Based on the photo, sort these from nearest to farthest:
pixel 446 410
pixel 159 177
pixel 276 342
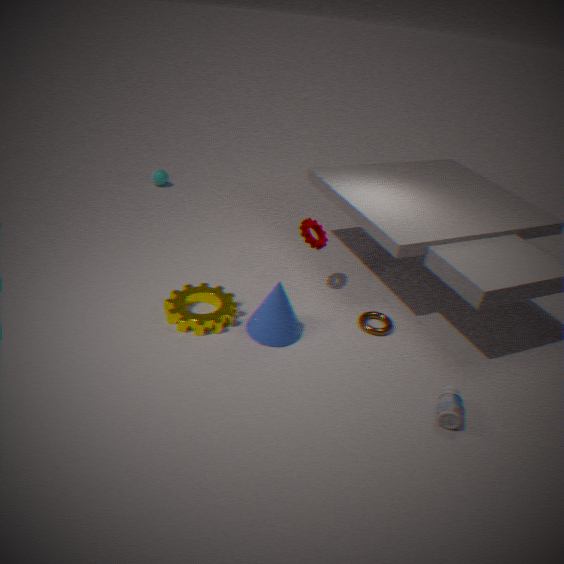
pixel 446 410, pixel 276 342, pixel 159 177
